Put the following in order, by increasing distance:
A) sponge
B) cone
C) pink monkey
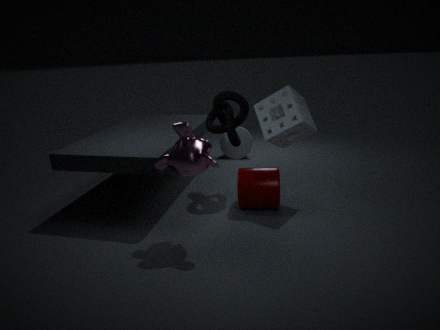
pink monkey
sponge
cone
